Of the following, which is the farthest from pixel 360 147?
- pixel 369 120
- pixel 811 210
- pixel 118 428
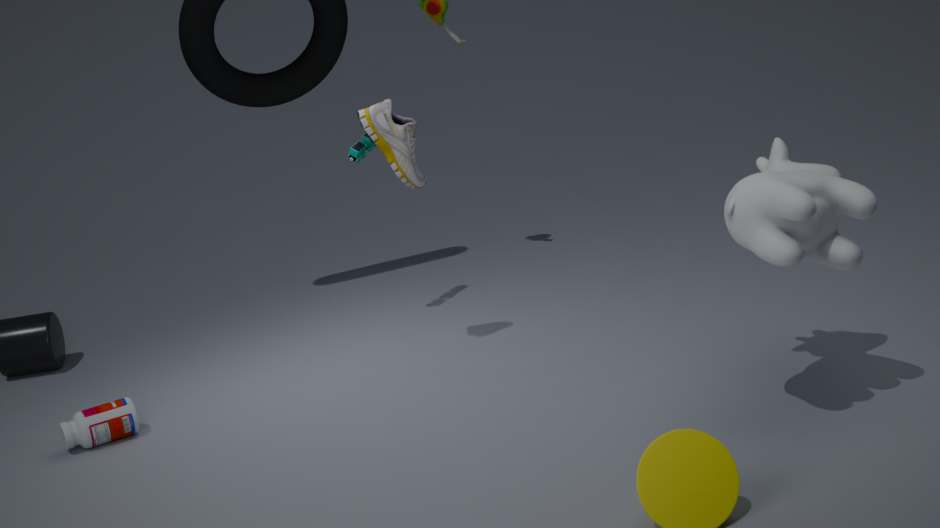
pixel 811 210
